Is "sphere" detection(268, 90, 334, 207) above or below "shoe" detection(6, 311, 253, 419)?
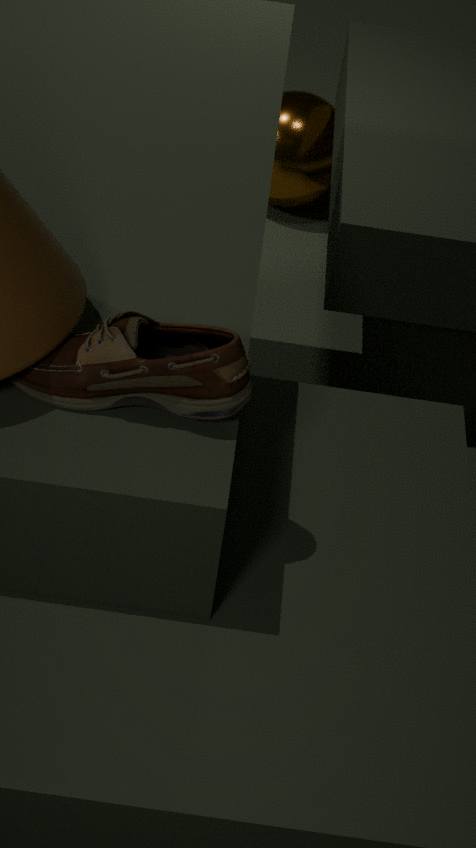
below
